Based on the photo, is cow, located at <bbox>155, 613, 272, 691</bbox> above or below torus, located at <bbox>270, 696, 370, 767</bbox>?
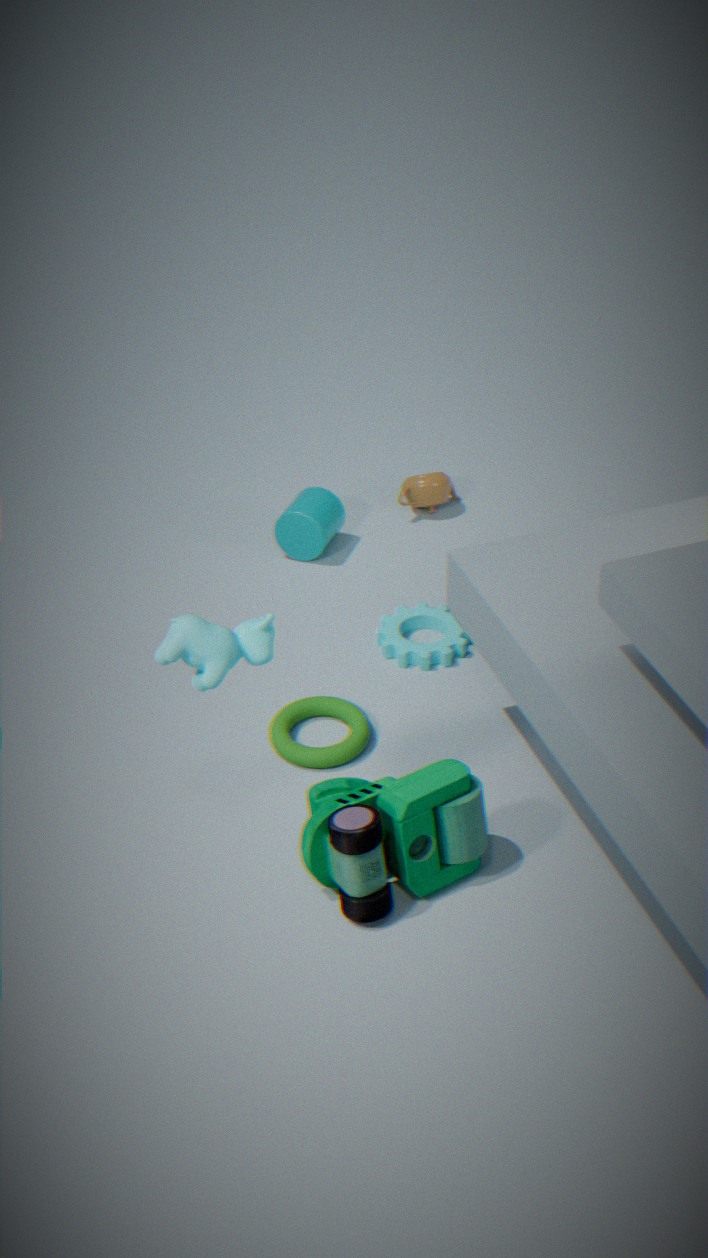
above
